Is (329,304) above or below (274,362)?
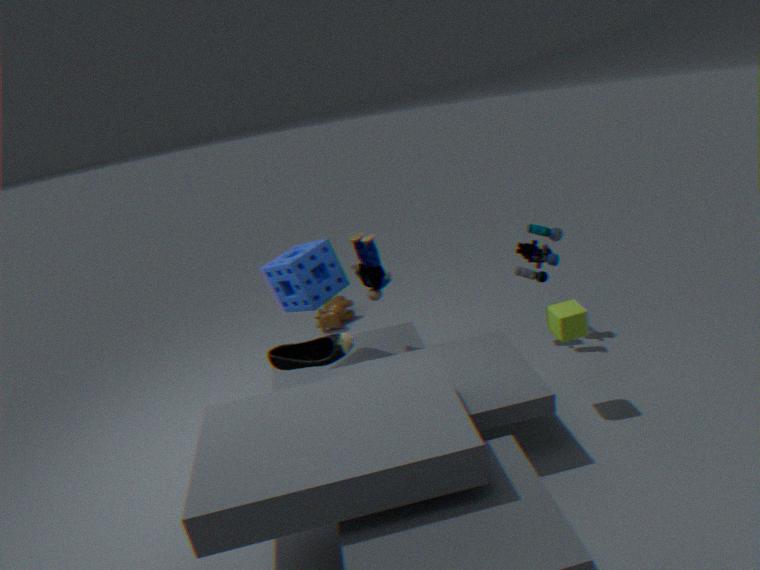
below
